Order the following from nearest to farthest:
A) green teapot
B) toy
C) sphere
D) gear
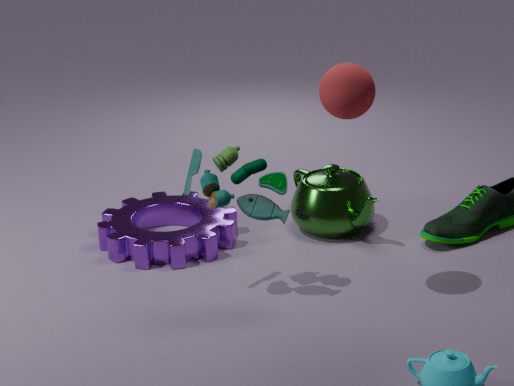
sphere < toy < gear < green teapot
